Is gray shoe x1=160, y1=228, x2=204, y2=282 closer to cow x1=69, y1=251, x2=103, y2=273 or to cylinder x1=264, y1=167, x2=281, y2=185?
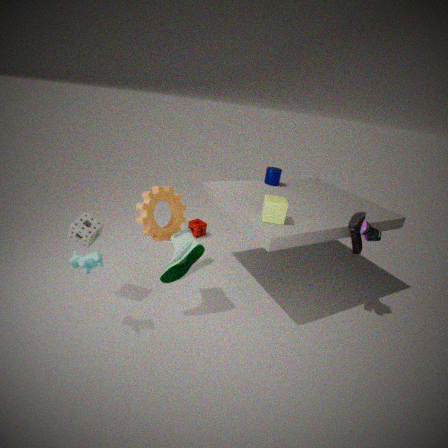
cow x1=69, y1=251, x2=103, y2=273
